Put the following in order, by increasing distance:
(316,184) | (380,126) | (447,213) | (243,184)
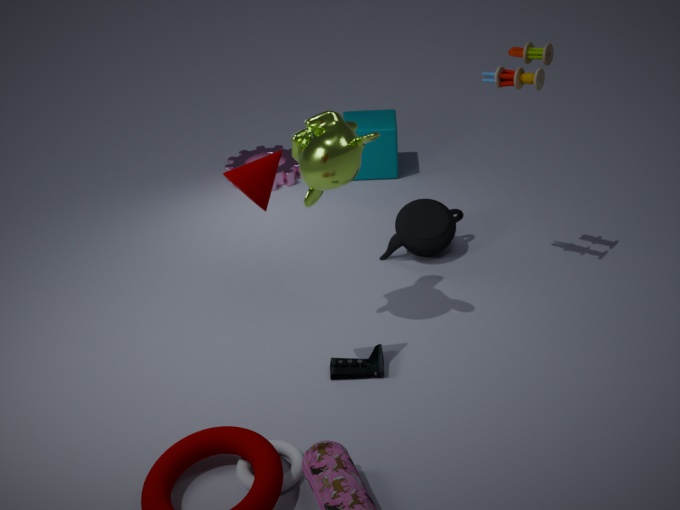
(243,184), (316,184), (447,213), (380,126)
